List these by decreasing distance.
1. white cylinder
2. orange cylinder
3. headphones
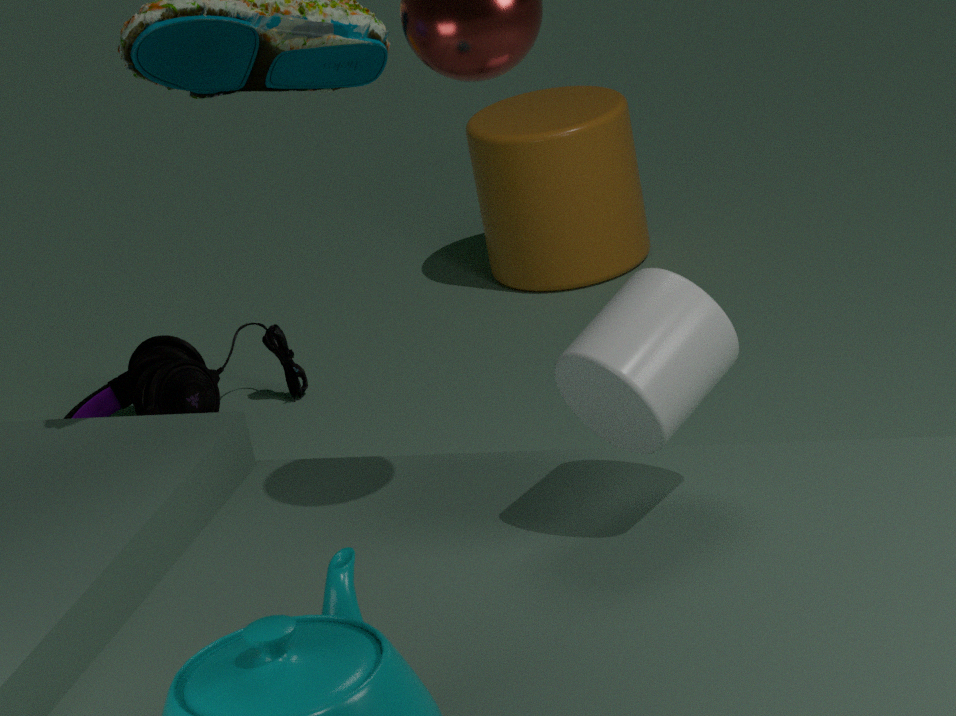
orange cylinder < headphones < white cylinder
